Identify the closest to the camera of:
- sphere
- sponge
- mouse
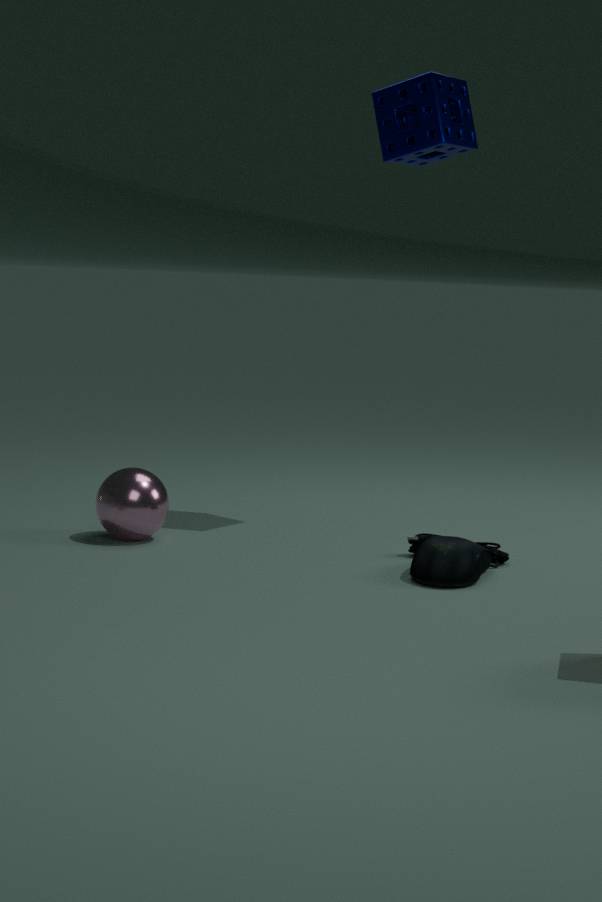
mouse
